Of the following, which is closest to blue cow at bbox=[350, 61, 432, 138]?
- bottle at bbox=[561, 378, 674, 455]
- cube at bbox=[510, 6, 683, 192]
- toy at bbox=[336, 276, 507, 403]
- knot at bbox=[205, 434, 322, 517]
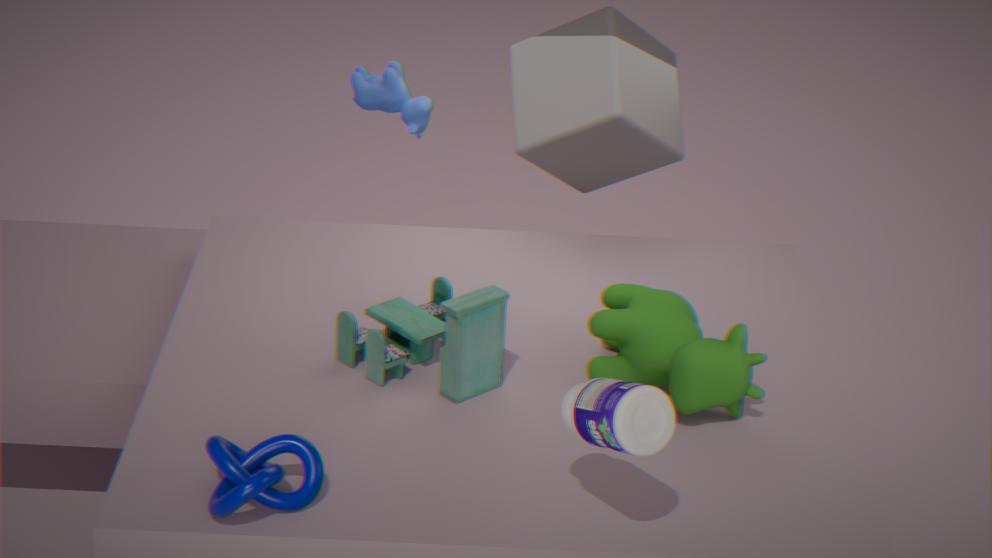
cube at bbox=[510, 6, 683, 192]
